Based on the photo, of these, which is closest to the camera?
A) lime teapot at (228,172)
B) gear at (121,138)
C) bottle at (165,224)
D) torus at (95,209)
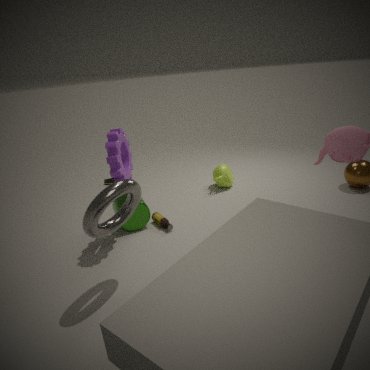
torus at (95,209)
